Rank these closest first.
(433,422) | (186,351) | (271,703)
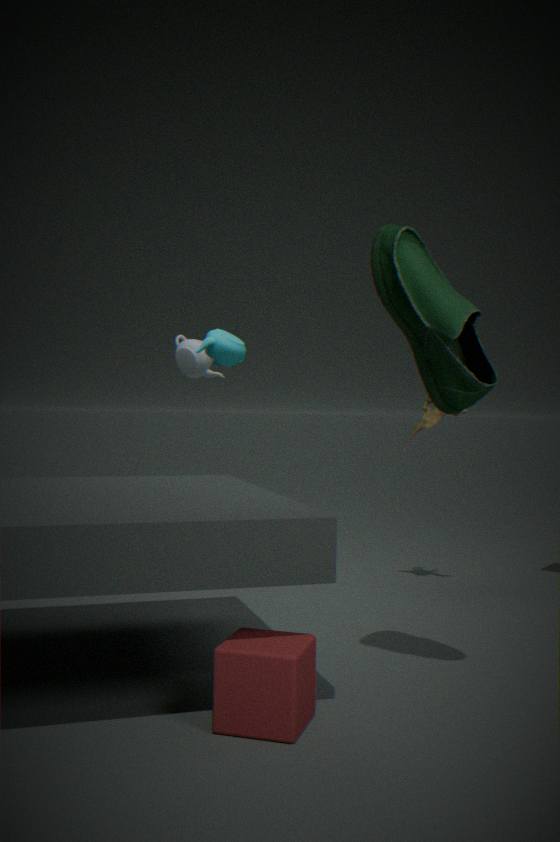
1. (271,703)
2. (433,422)
3. (186,351)
